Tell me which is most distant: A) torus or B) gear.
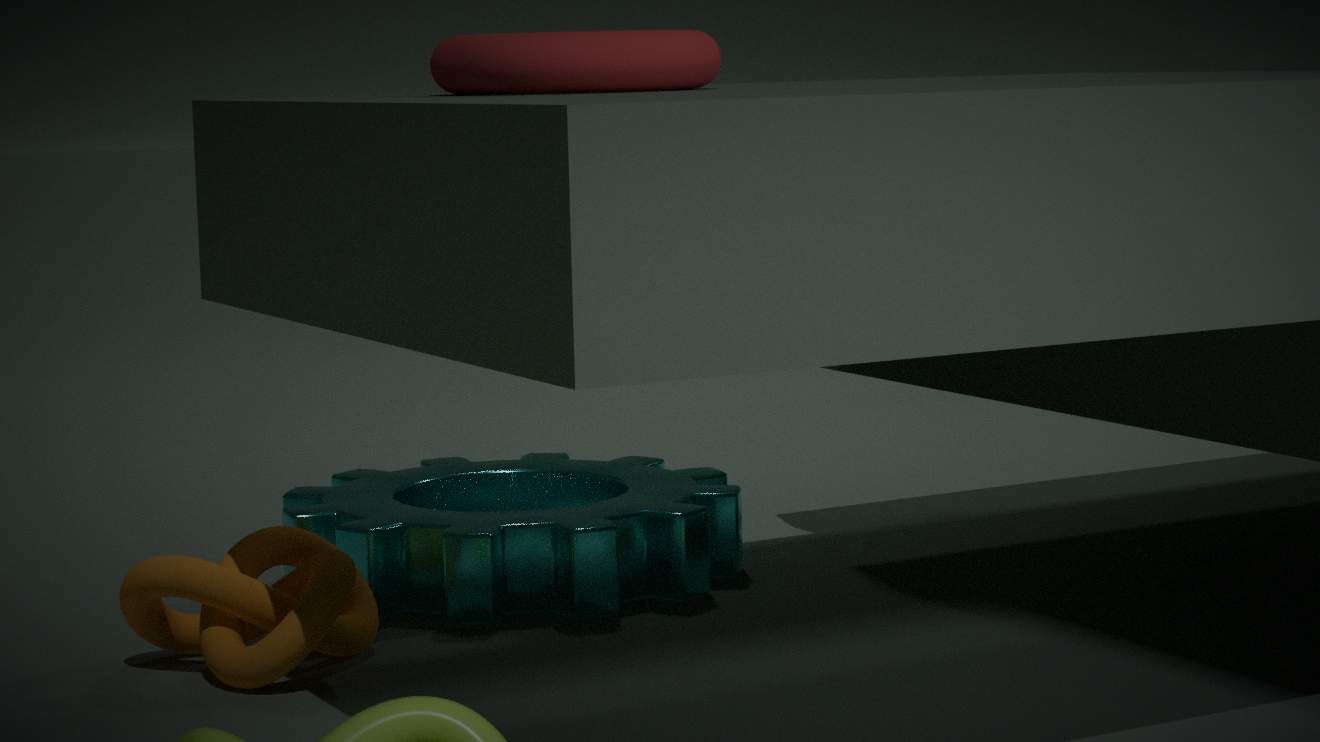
B. gear
